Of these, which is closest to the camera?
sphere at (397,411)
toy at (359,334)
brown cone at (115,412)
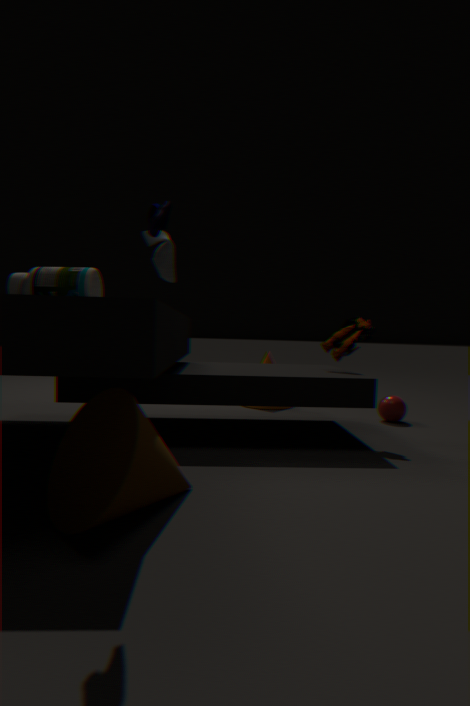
brown cone at (115,412)
